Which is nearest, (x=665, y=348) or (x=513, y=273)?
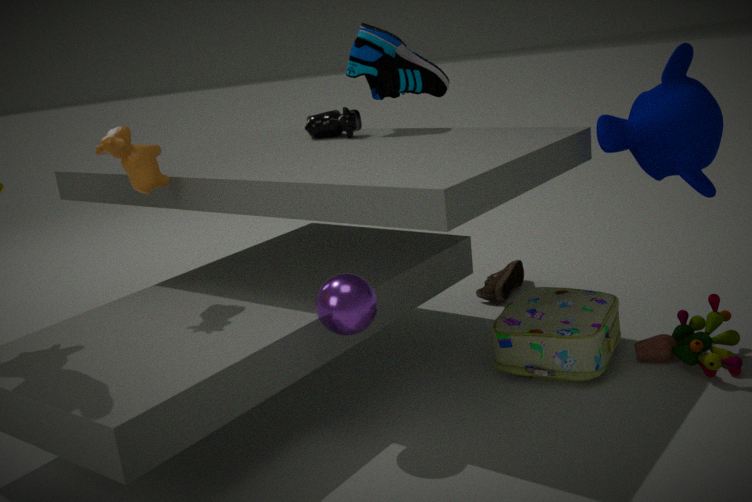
(x=665, y=348)
